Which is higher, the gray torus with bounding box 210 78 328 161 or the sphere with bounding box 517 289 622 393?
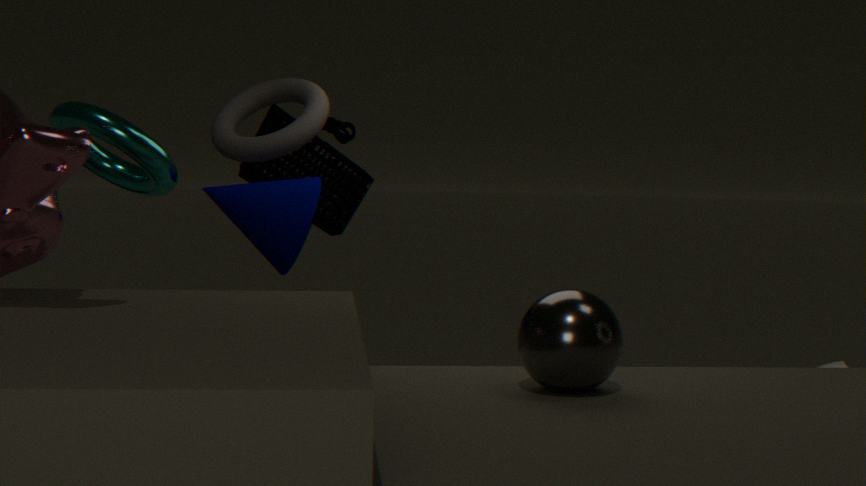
the gray torus with bounding box 210 78 328 161
